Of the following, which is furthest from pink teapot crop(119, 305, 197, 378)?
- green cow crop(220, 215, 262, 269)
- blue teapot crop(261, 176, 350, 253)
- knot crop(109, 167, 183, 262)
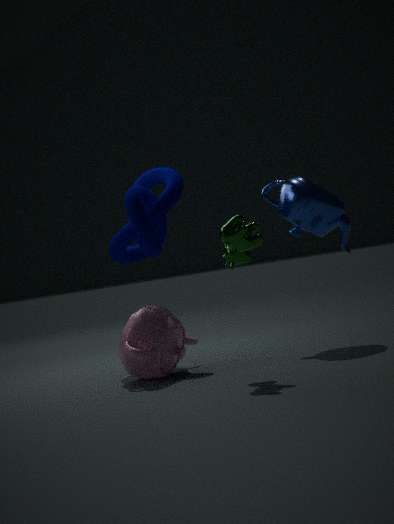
blue teapot crop(261, 176, 350, 253)
